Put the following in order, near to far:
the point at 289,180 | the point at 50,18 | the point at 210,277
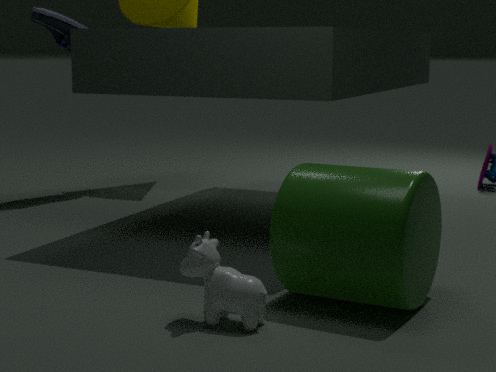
the point at 210,277
the point at 289,180
the point at 50,18
